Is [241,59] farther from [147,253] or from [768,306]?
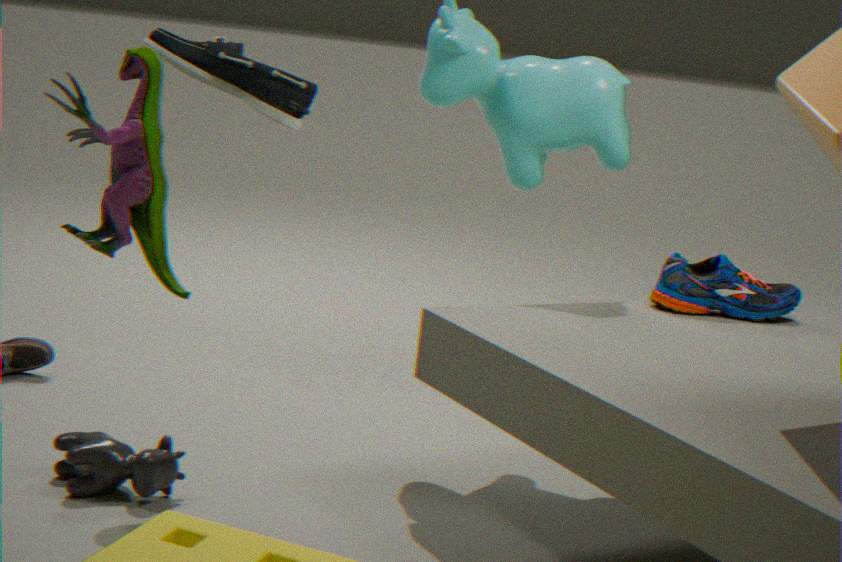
[768,306]
